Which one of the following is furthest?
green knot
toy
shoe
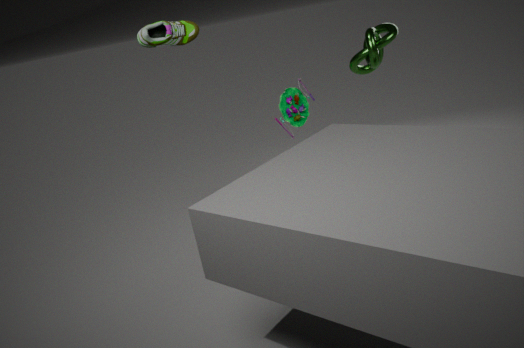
toy
